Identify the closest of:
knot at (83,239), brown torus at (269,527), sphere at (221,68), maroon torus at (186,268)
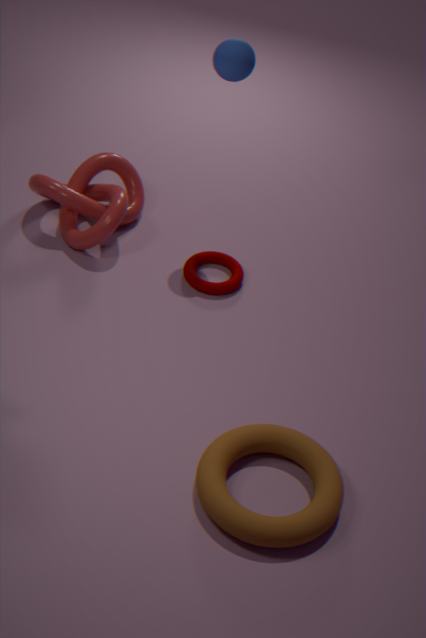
brown torus at (269,527)
